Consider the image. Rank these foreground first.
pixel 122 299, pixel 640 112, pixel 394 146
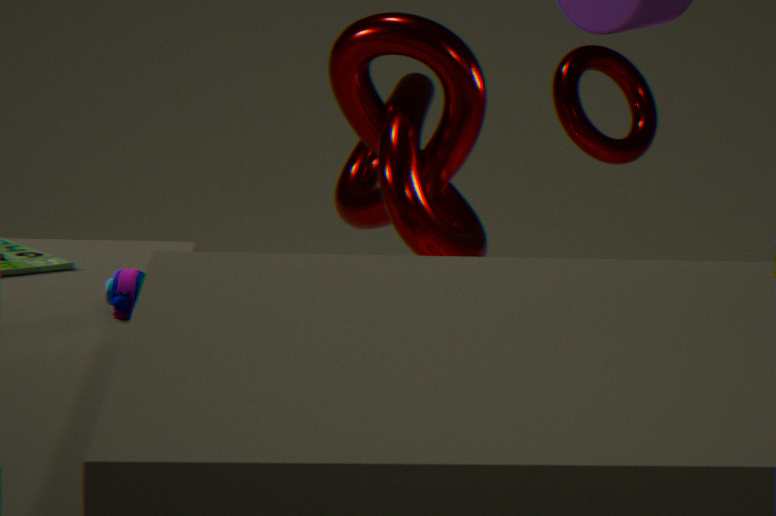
pixel 122 299, pixel 394 146, pixel 640 112
